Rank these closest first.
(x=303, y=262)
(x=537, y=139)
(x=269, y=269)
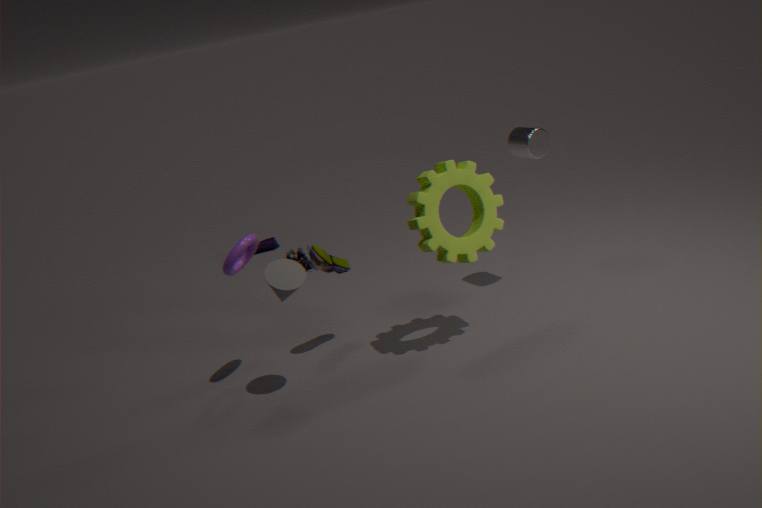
(x=269, y=269)
(x=537, y=139)
(x=303, y=262)
